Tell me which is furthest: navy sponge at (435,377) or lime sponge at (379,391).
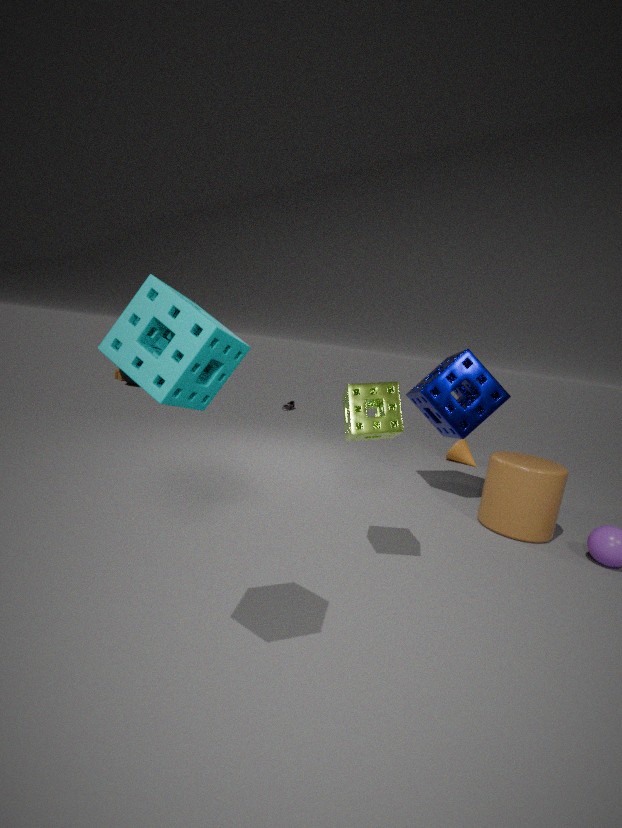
navy sponge at (435,377)
